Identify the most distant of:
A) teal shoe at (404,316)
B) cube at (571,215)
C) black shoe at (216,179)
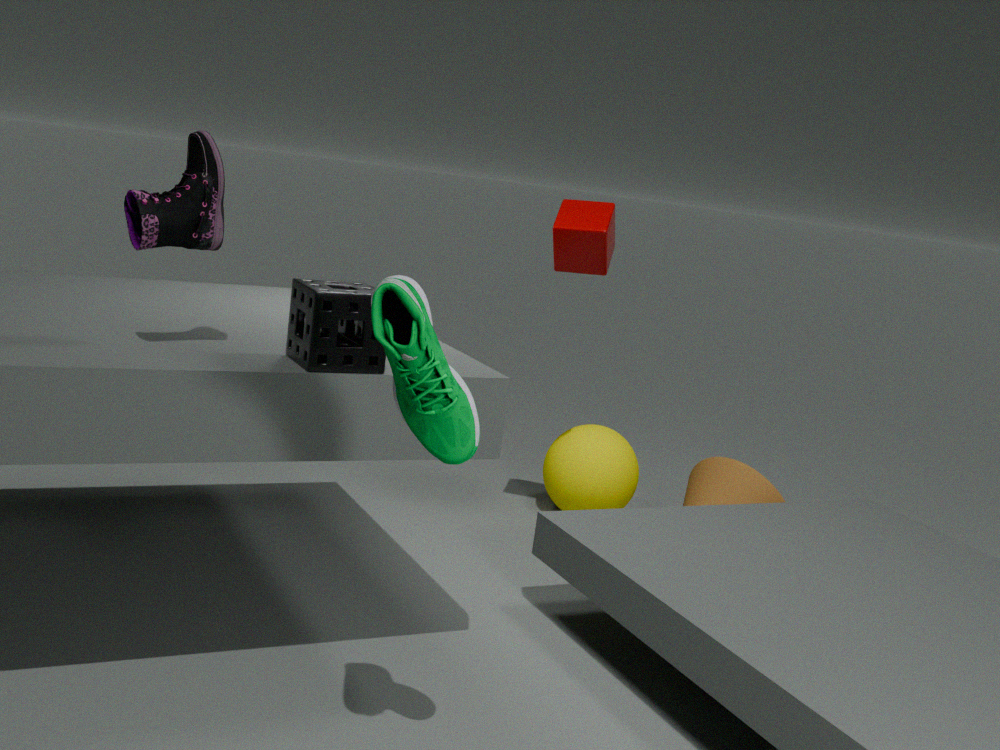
cube at (571,215)
